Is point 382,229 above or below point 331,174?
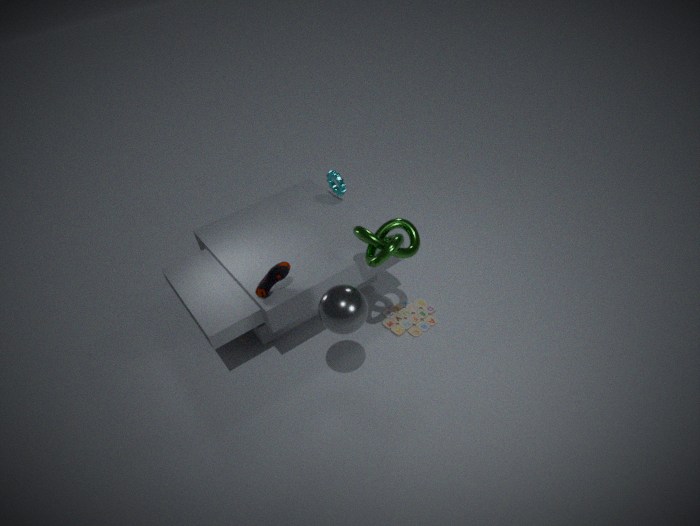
above
